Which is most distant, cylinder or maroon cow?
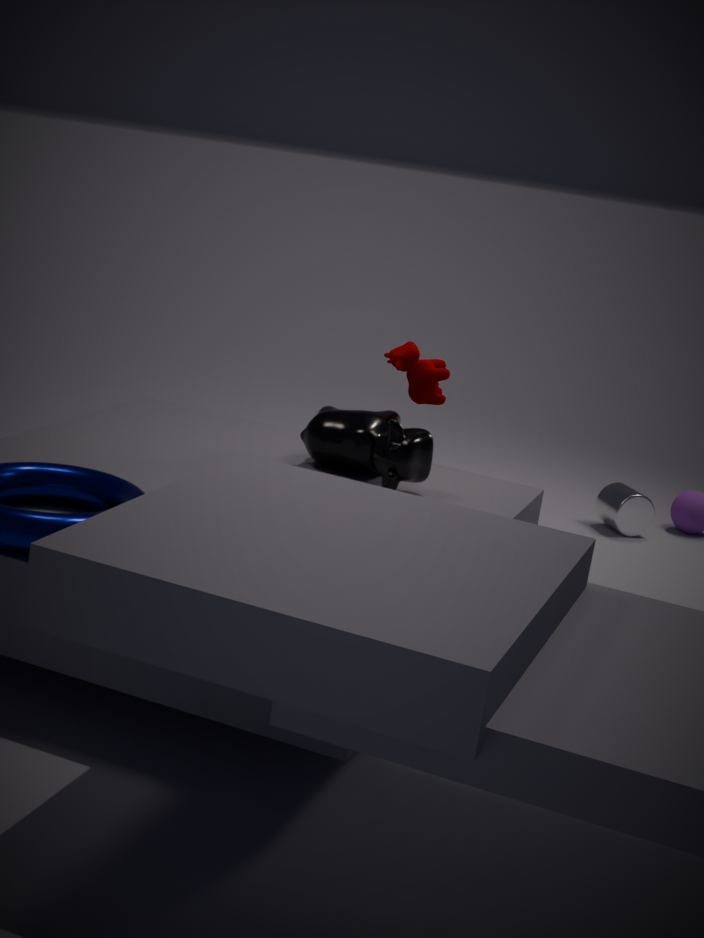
cylinder
